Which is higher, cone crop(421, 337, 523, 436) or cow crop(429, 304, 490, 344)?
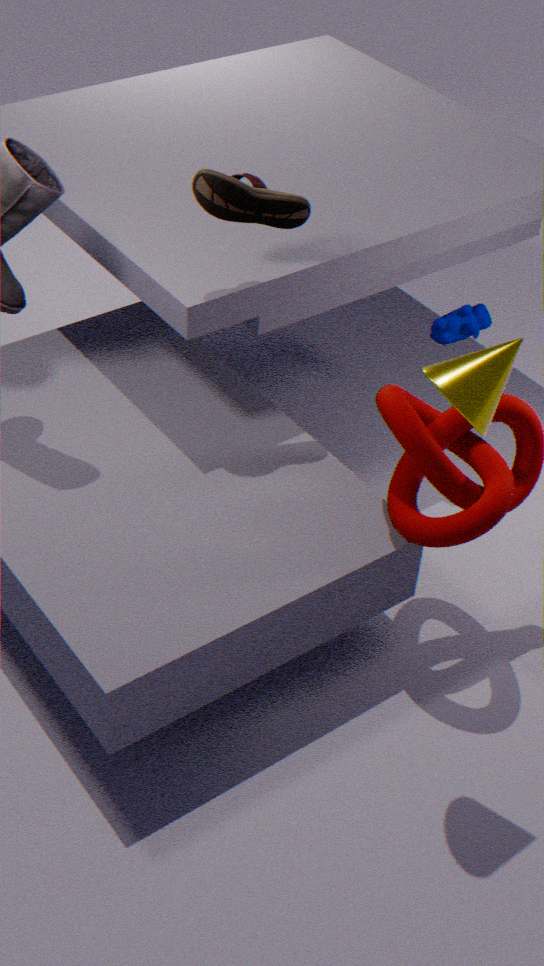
cone crop(421, 337, 523, 436)
